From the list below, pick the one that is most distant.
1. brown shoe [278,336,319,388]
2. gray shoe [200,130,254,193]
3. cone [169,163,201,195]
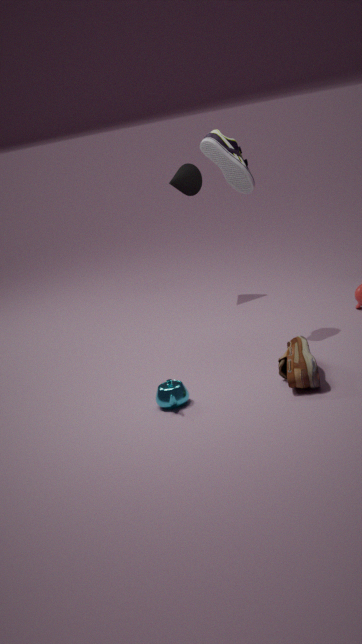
cone [169,163,201,195]
